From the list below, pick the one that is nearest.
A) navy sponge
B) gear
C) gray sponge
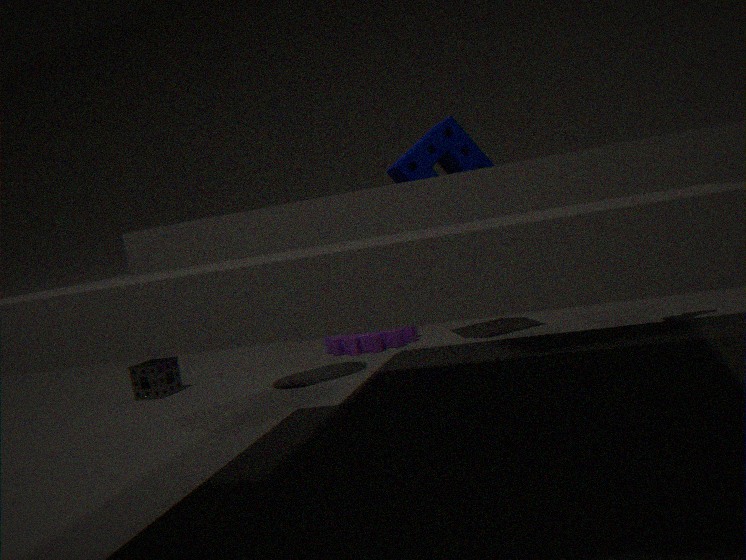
navy sponge
